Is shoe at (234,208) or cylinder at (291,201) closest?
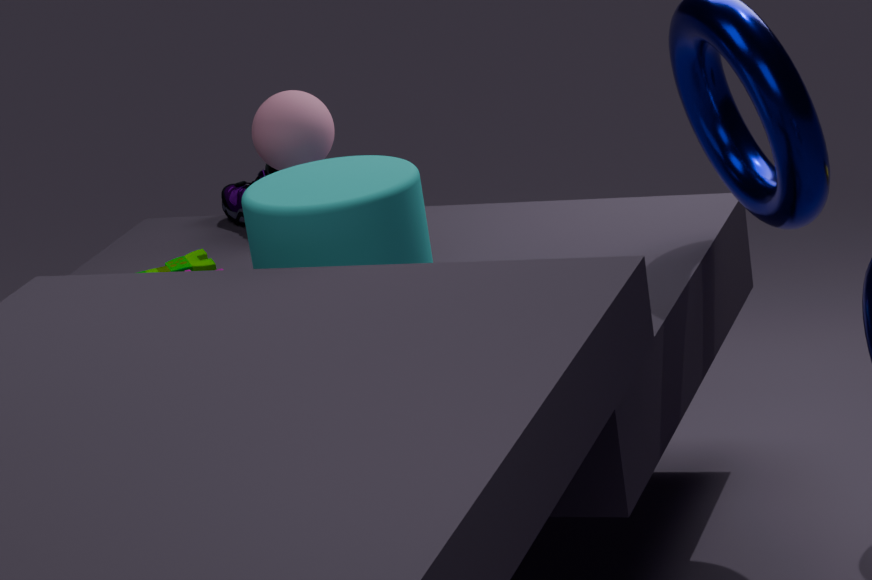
cylinder at (291,201)
